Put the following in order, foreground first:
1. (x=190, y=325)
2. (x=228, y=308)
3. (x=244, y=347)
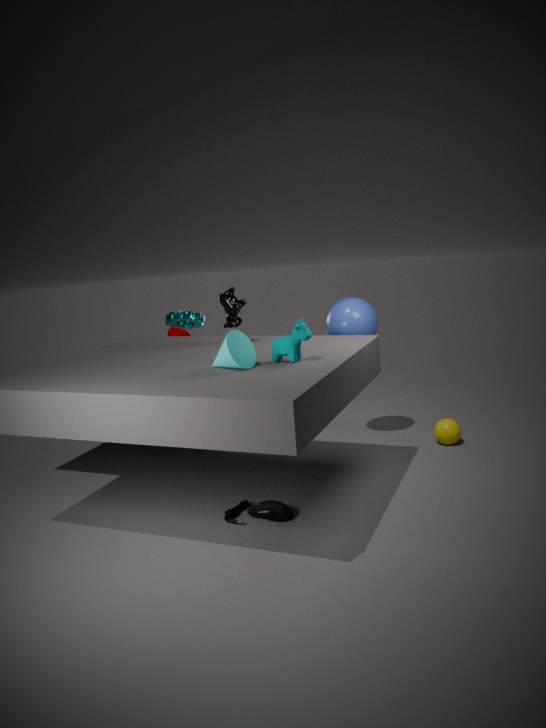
(x=244, y=347) < (x=228, y=308) < (x=190, y=325)
